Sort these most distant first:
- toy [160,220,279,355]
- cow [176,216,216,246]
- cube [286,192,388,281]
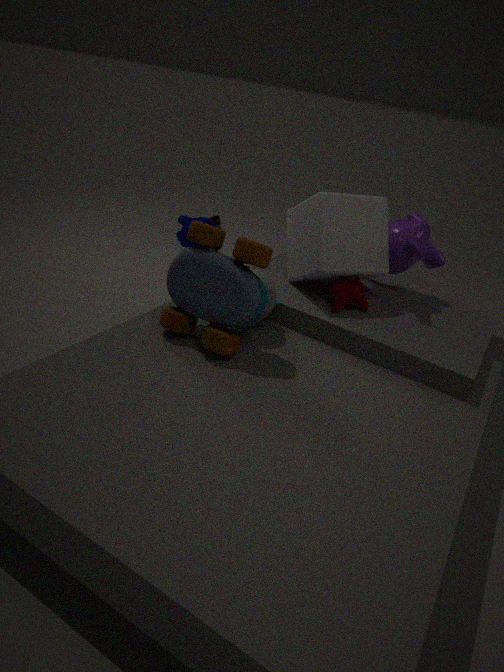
cow [176,216,216,246], cube [286,192,388,281], toy [160,220,279,355]
